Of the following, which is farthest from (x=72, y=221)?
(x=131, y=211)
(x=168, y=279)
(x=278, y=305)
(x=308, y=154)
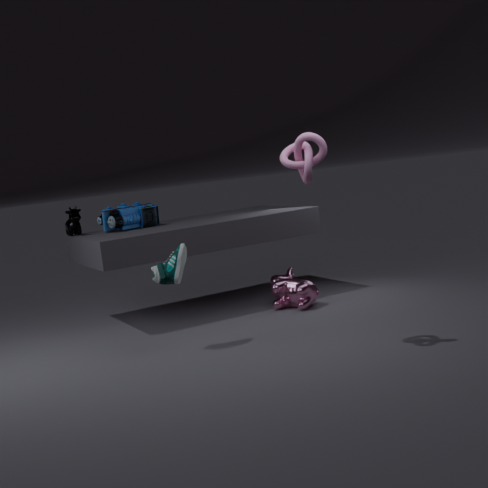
(x=308, y=154)
